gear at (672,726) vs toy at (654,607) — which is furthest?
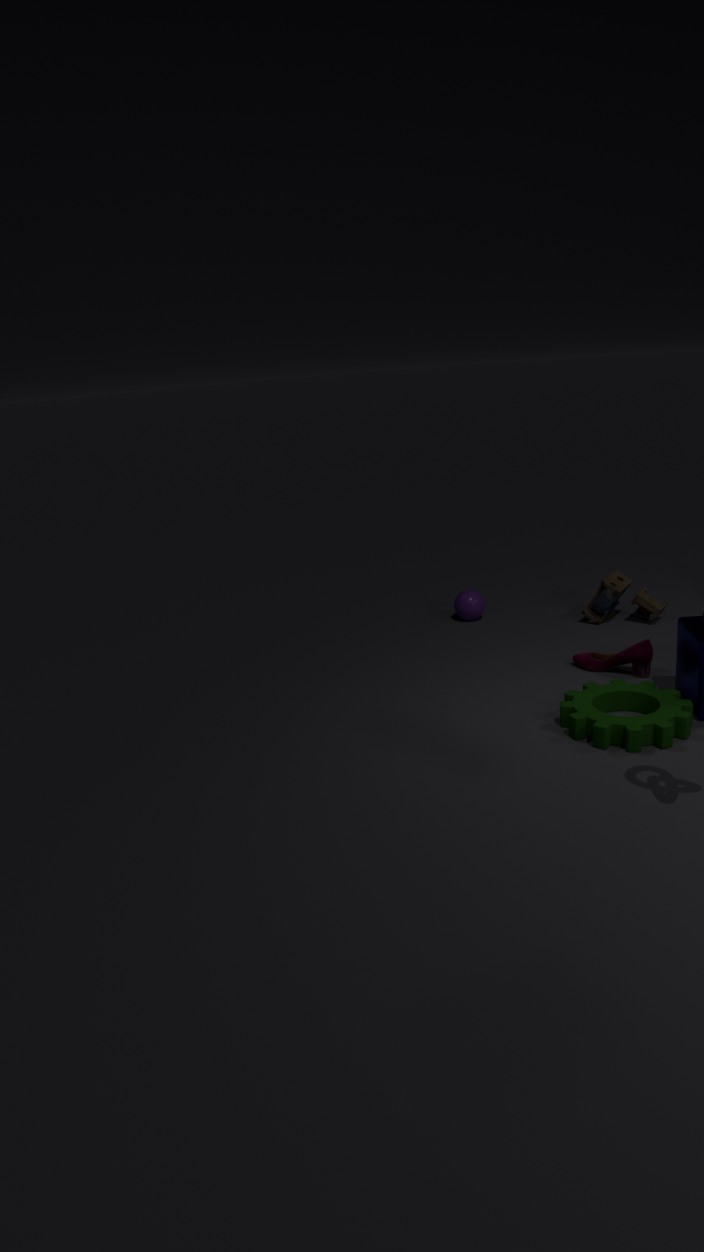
toy at (654,607)
